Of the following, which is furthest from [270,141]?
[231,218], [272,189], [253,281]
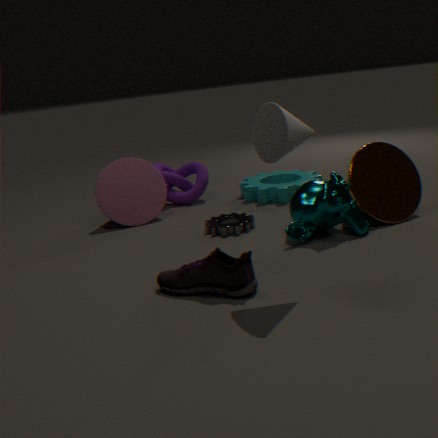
[272,189]
